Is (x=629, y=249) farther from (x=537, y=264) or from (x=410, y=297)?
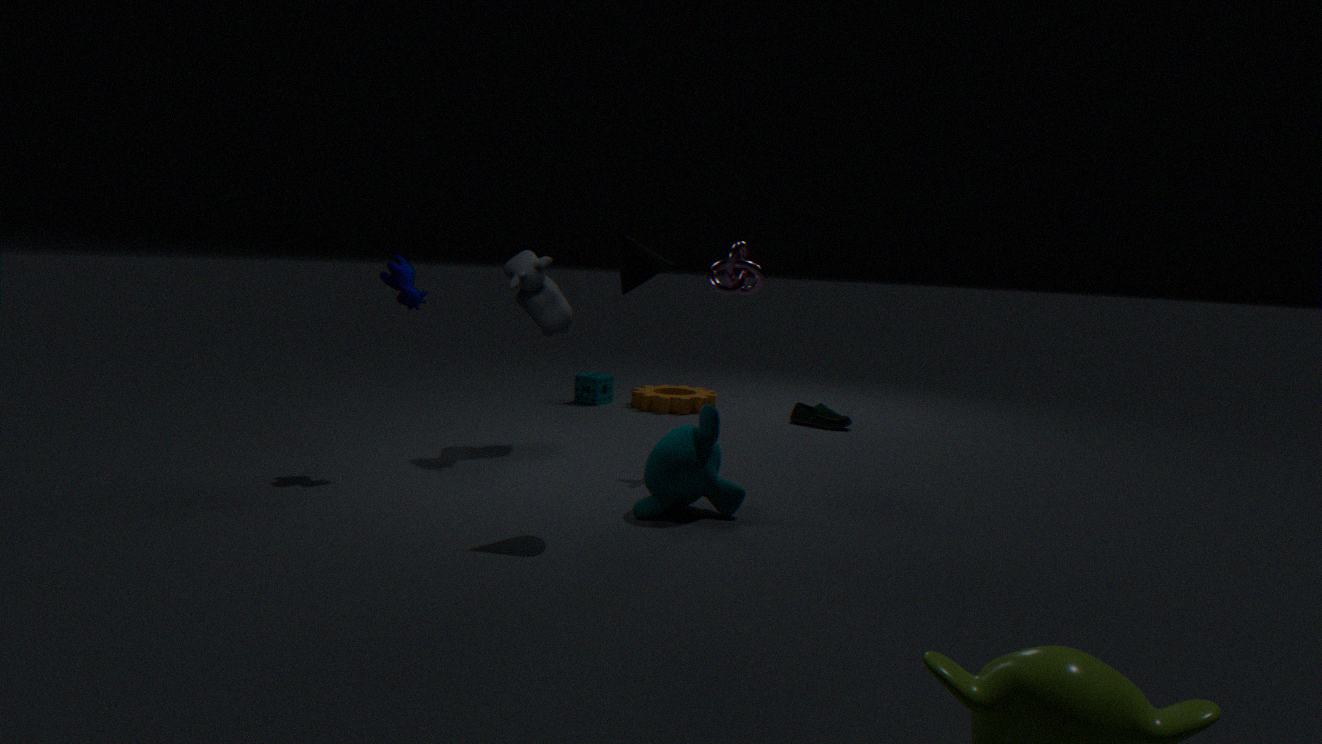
(x=537, y=264)
